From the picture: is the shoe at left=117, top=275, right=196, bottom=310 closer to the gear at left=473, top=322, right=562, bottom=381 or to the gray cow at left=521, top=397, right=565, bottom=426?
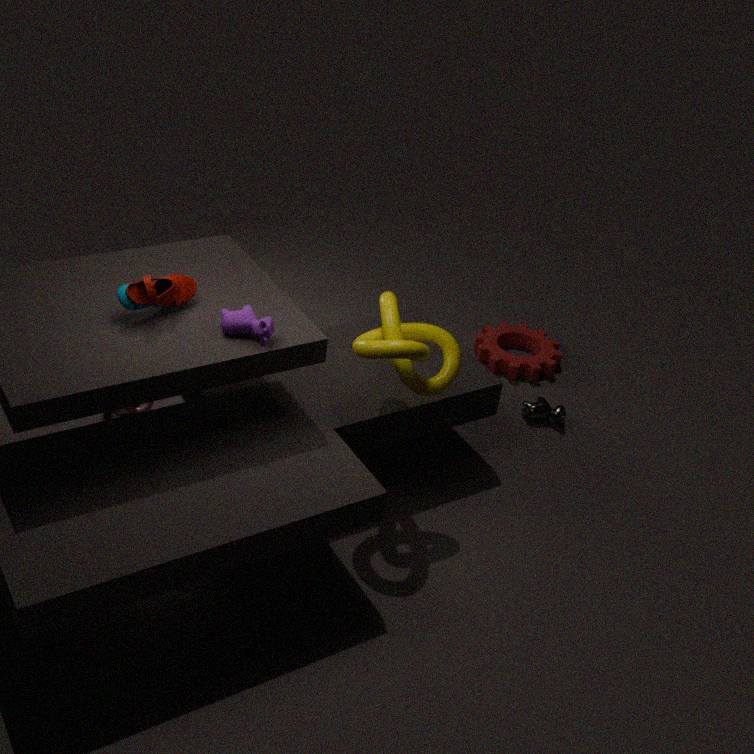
the gray cow at left=521, top=397, right=565, bottom=426
